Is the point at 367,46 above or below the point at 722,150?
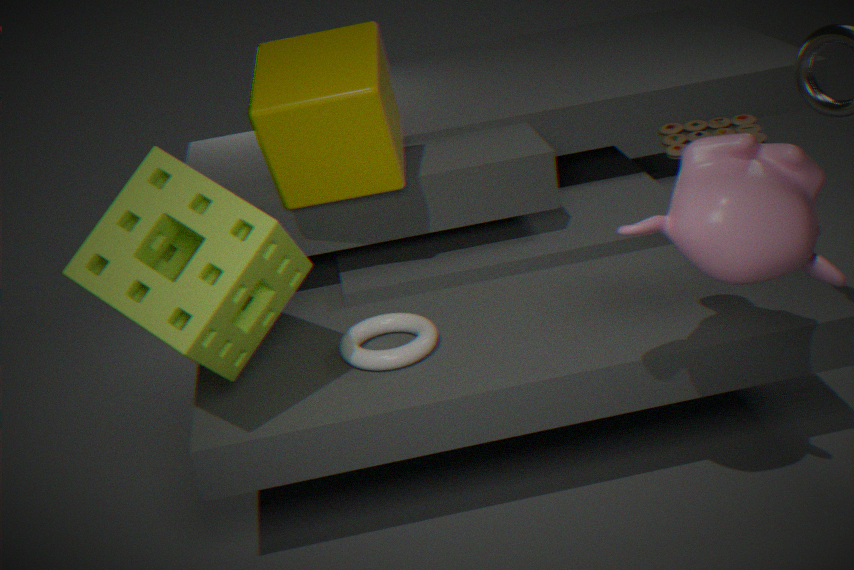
above
